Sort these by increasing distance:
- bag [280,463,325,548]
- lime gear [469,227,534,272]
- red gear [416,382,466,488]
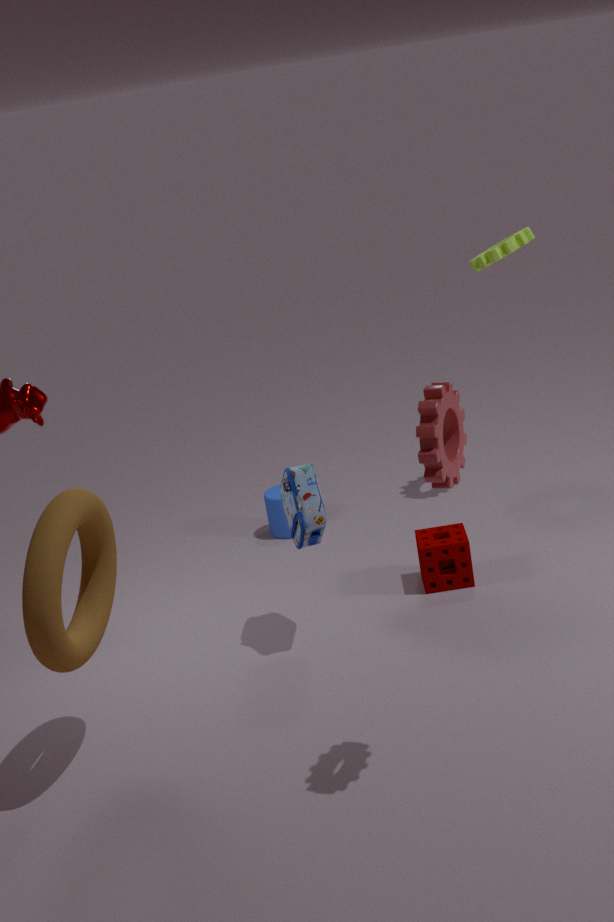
red gear [416,382,466,488]
bag [280,463,325,548]
lime gear [469,227,534,272]
